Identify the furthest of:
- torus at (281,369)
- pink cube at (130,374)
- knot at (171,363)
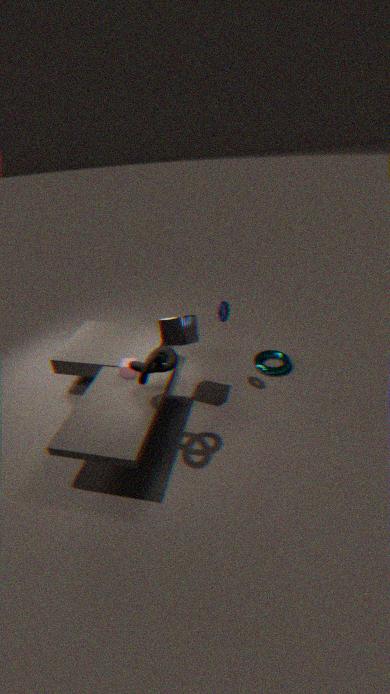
torus at (281,369)
